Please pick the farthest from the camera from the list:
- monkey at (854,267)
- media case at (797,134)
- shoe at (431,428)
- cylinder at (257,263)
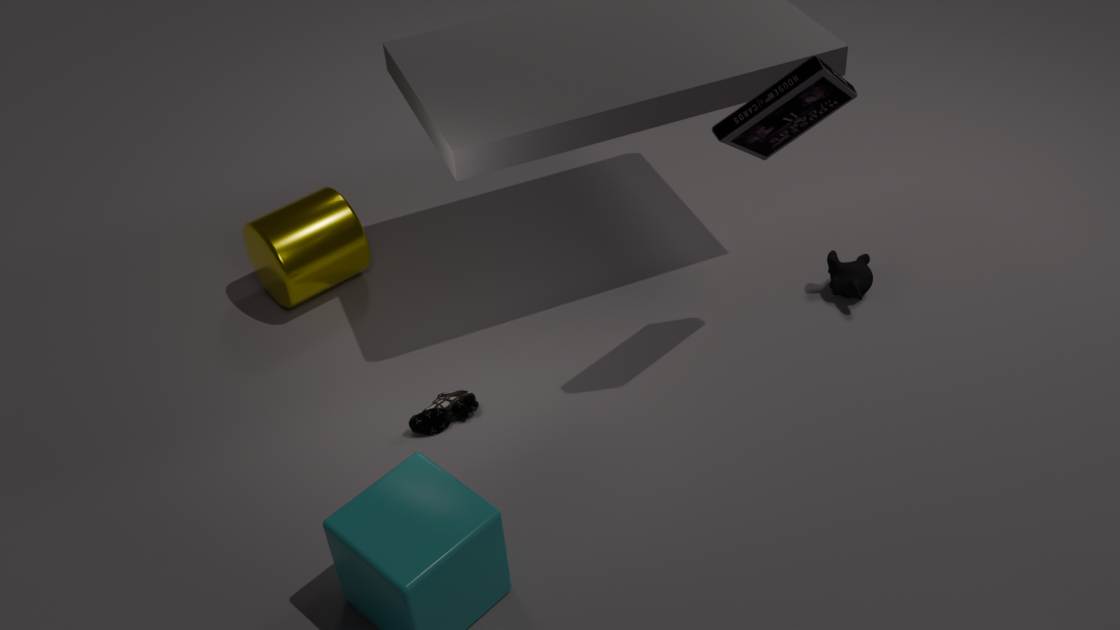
cylinder at (257,263)
